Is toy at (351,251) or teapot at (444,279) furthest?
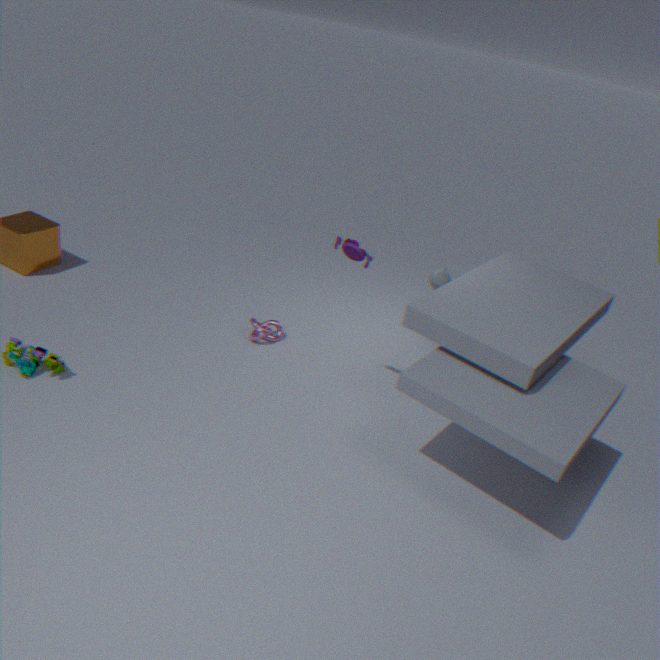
teapot at (444,279)
